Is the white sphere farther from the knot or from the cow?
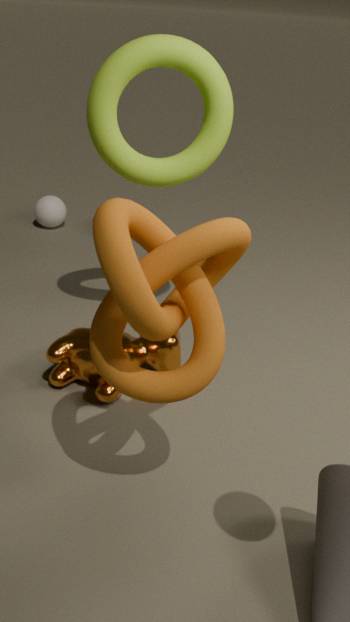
the knot
